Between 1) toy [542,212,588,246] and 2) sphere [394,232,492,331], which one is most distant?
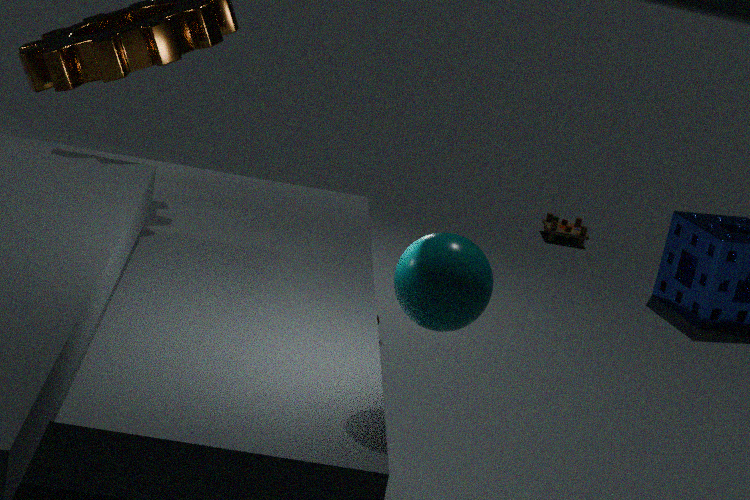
1. toy [542,212,588,246]
